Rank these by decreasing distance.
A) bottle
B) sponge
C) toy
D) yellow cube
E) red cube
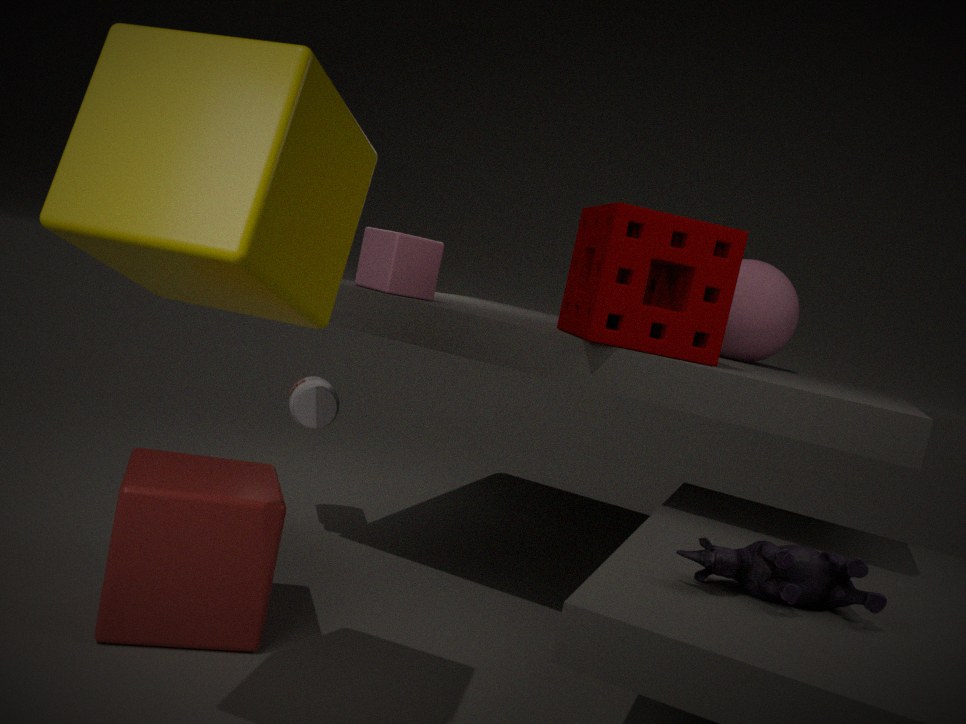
bottle < sponge < red cube < toy < yellow cube
